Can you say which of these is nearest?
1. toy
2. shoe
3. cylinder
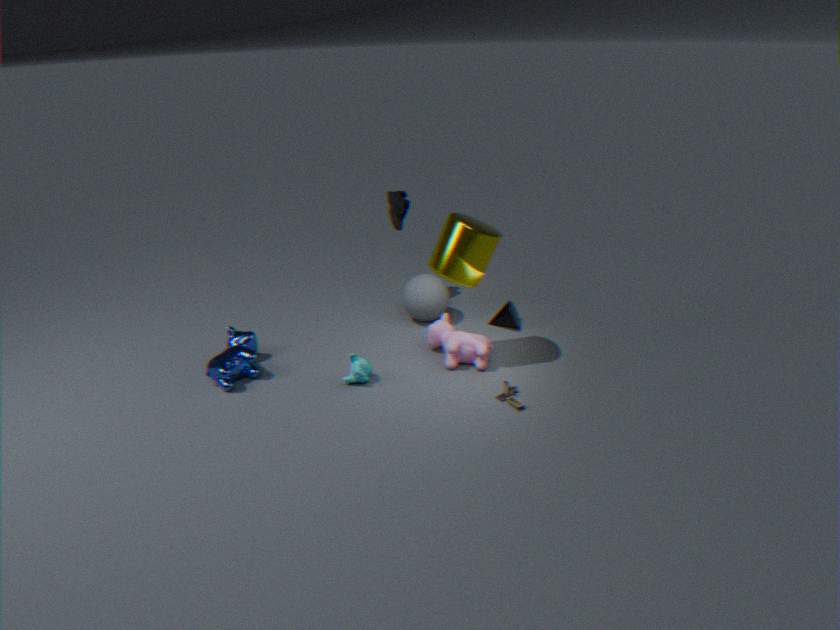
cylinder
